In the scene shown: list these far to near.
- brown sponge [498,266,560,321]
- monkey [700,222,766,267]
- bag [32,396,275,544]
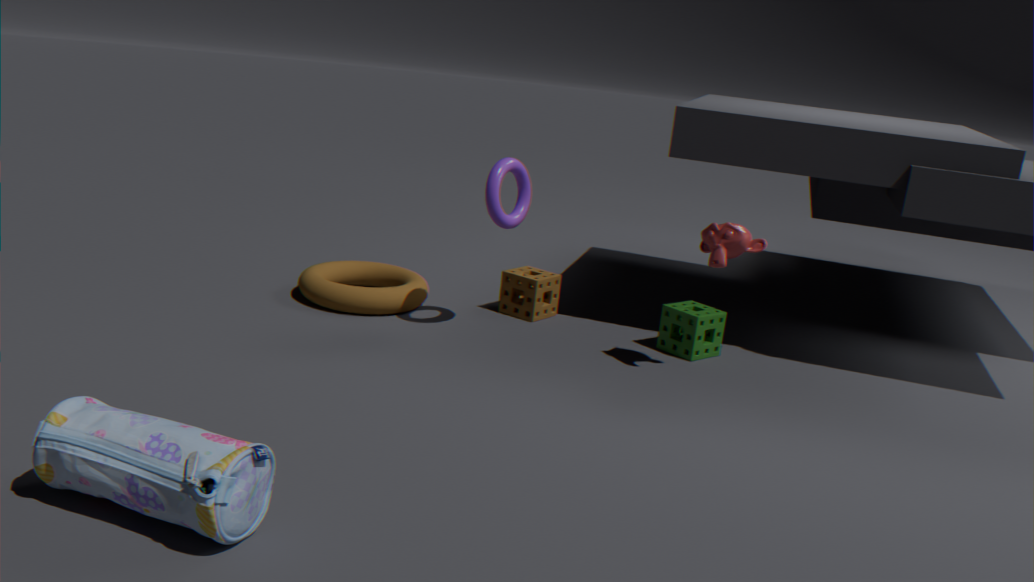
brown sponge [498,266,560,321] → monkey [700,222,766,267] → bag [32,396,275,544]
